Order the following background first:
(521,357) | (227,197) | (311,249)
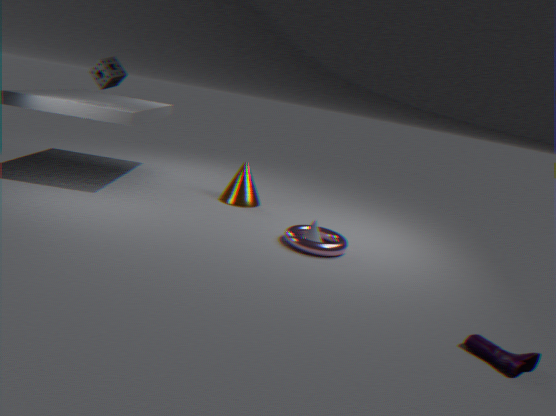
(227,197), (311,249), (521,357)
